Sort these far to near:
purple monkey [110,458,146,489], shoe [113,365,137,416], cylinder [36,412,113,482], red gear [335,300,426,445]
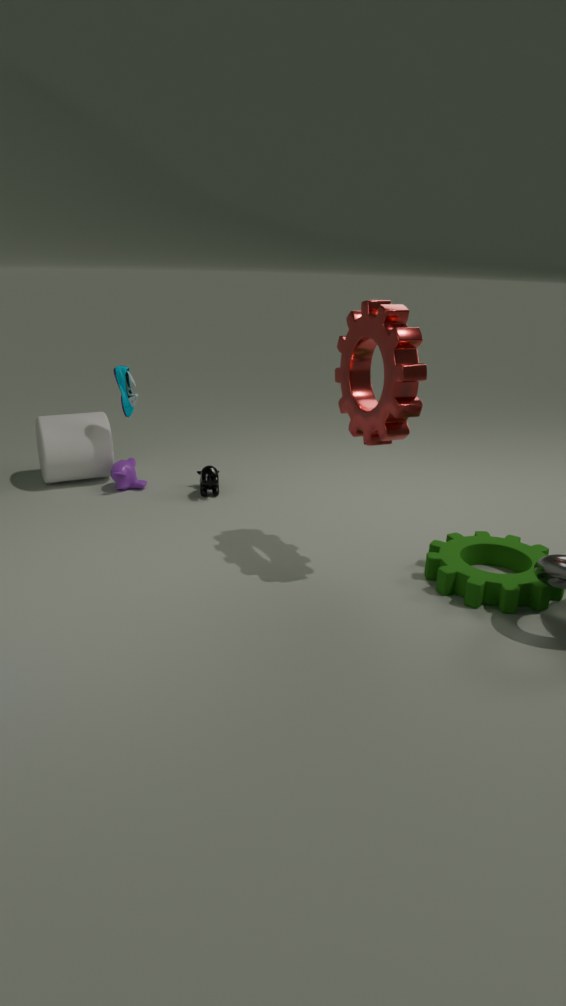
purple monkey [110,458,146,489], cylinder [36,412,113,482], shoe [113,365,137,416], red gear [335,300,426,445]
